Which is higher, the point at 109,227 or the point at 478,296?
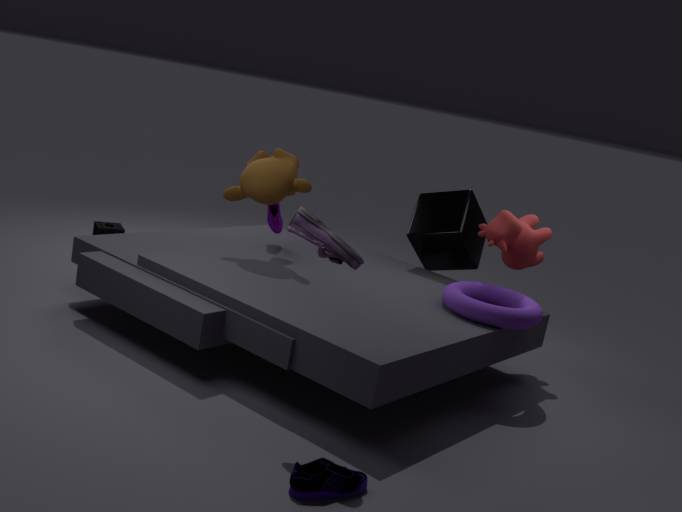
the point at 478,296
